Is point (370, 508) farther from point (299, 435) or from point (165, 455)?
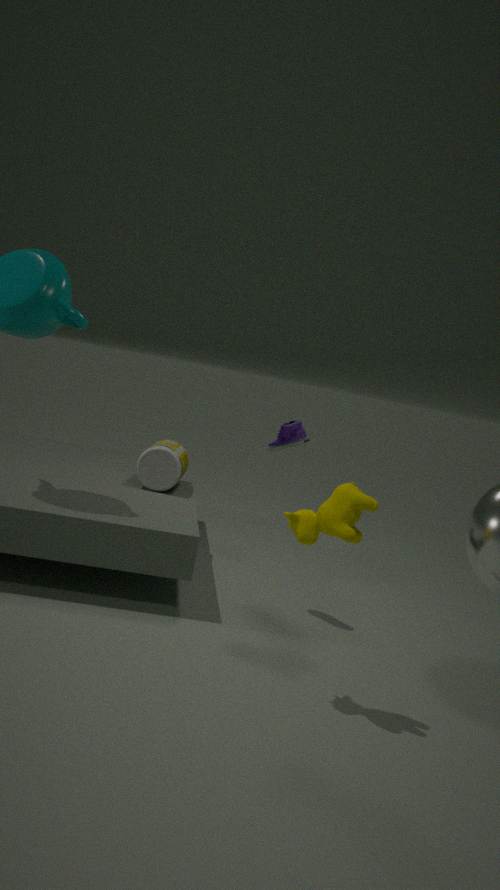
point (165, 455)
